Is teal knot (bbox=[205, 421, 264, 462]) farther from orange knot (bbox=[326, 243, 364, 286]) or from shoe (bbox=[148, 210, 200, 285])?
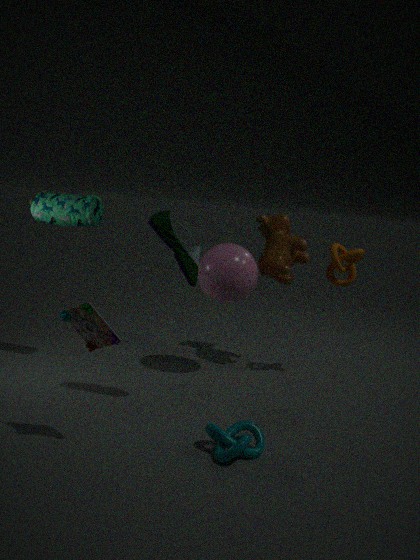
orange knot (bbox=[326, 243, 364, 286])
